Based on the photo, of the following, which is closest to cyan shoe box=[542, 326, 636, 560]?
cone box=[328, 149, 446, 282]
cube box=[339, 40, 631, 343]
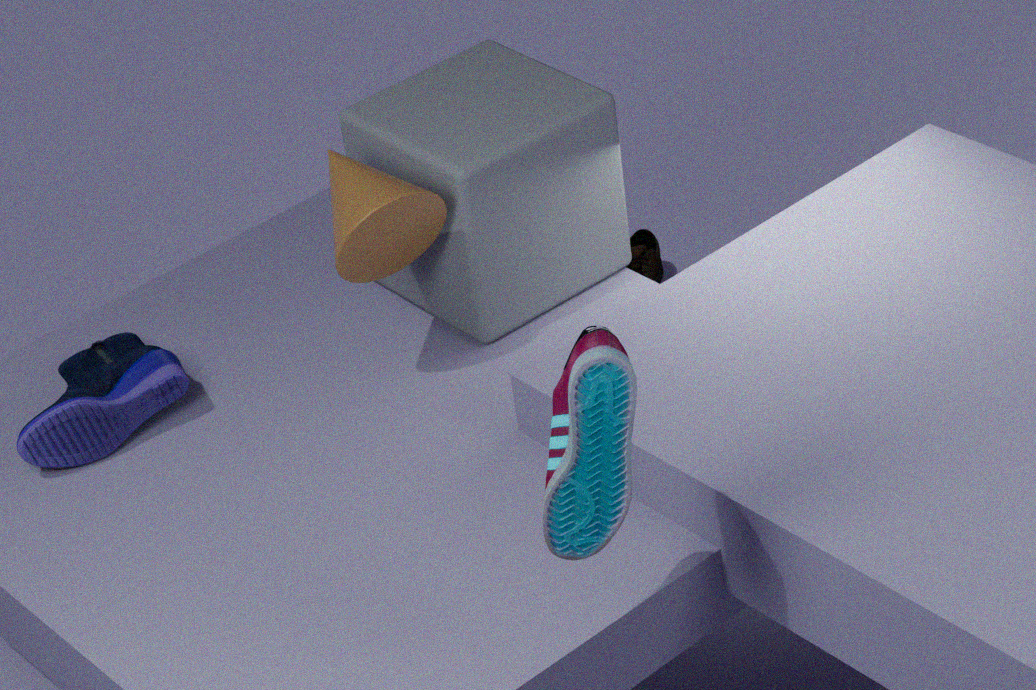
cone box=[328, 149, 446, 282]
